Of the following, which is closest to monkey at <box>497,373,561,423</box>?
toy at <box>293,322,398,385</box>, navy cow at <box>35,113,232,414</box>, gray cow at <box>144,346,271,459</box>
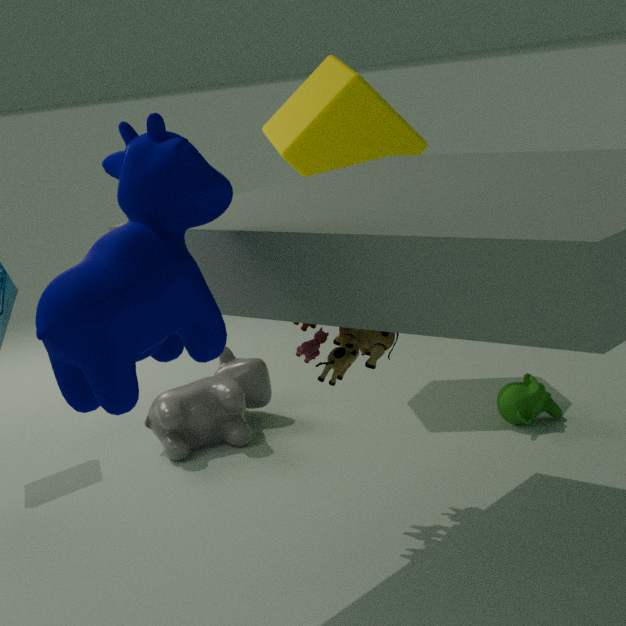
toy at <box>293,322,398,385</box>
